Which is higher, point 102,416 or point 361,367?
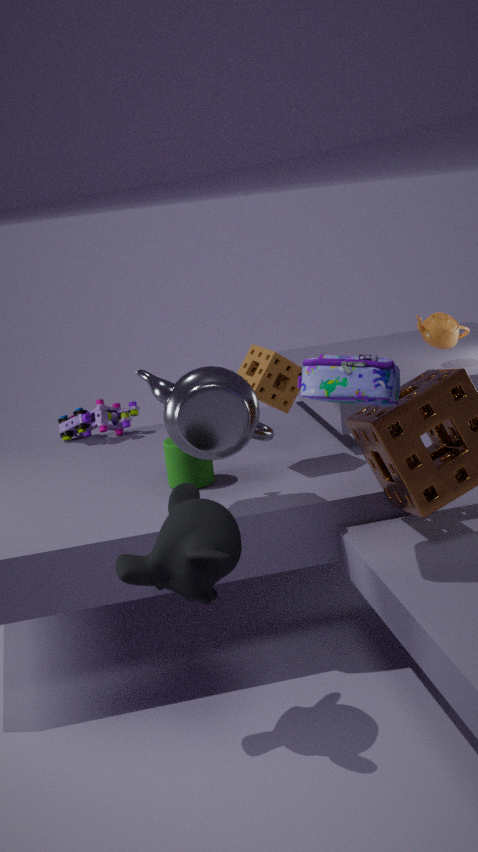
point 361,367
